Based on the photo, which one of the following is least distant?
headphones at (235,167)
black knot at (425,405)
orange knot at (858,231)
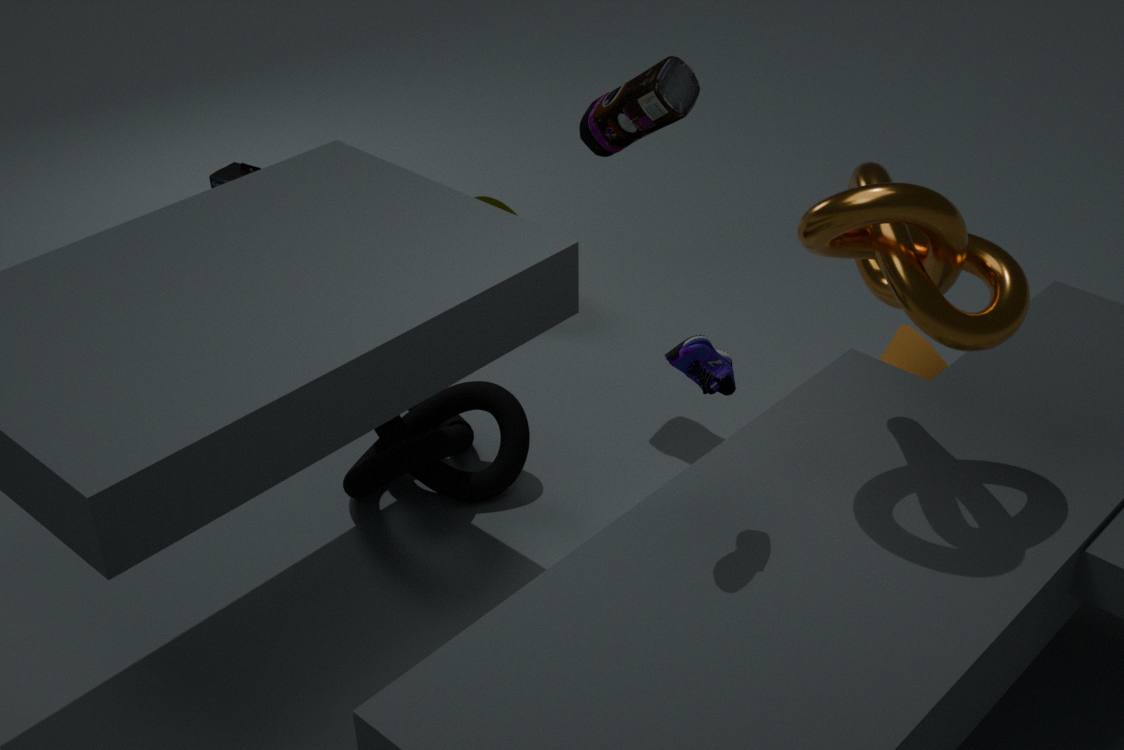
orange knot at (858,231)
